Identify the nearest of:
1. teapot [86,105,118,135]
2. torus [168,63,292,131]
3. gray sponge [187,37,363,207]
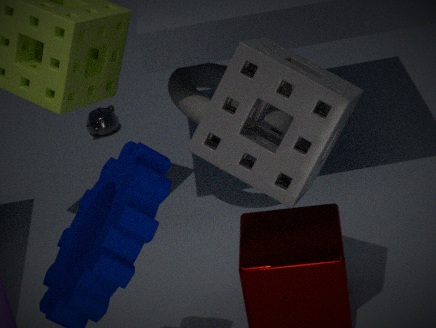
gray sponge [187,37,363,207]
